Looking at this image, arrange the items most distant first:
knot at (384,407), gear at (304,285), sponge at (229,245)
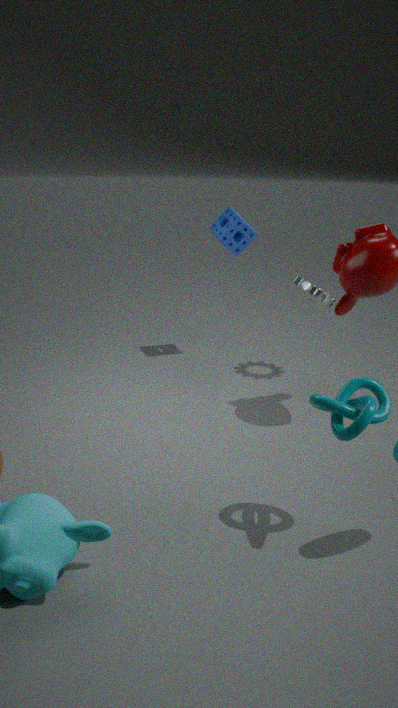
sponge at (229,245)
gear at (304,285)
knot at (384,407)
